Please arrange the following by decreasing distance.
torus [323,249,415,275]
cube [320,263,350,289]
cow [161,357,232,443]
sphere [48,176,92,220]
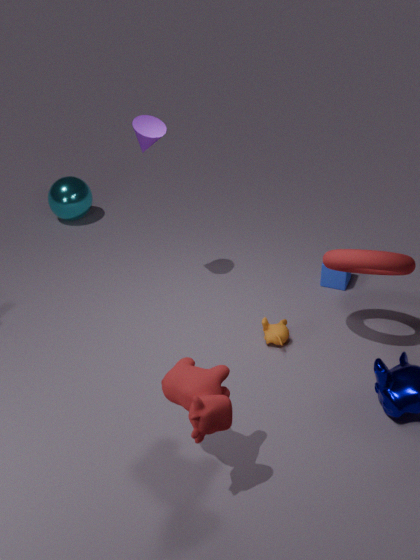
sphere [48,176,92,220]
cube [320,263,350,289]
torus [323,249,415,275]
cow [161,357,232,443]
